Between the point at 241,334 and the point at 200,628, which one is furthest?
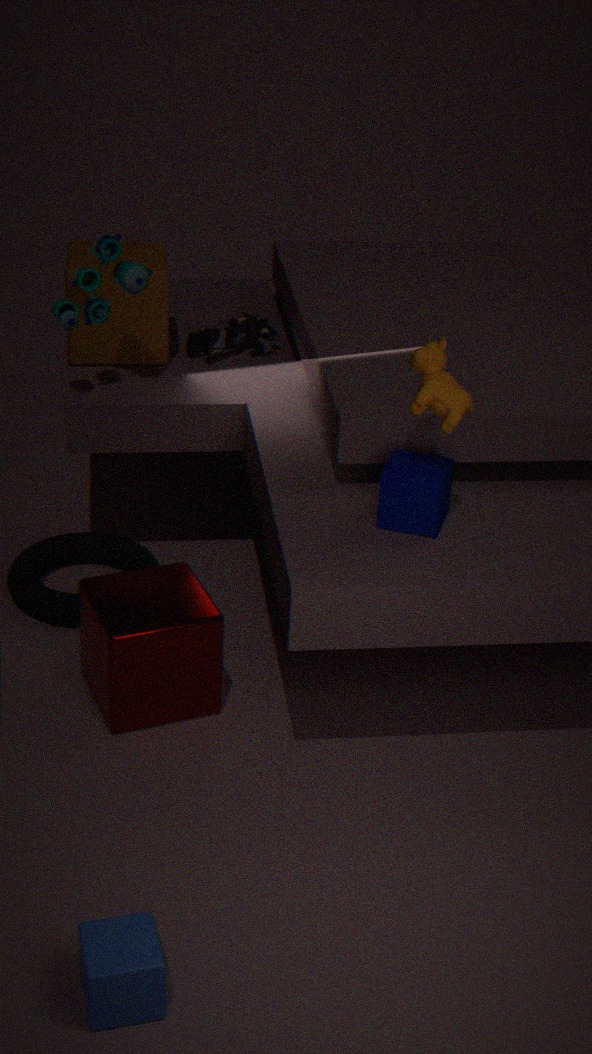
the point at 241,334
